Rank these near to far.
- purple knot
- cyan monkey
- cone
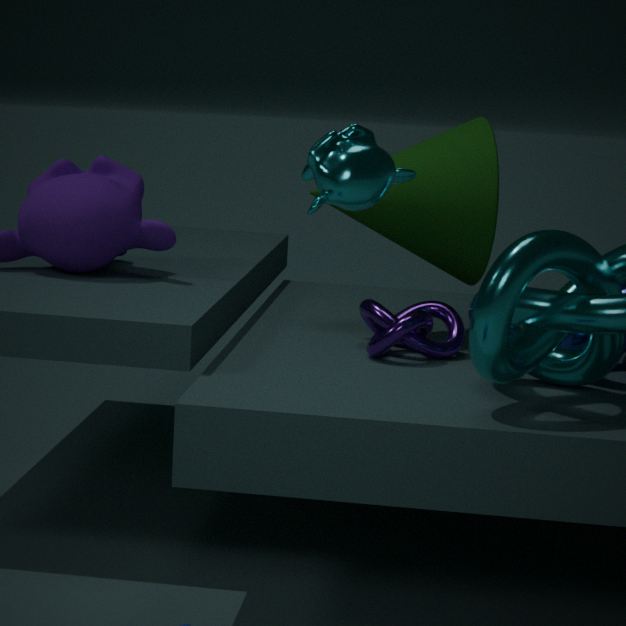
cyan monkey < purple knot < cone
